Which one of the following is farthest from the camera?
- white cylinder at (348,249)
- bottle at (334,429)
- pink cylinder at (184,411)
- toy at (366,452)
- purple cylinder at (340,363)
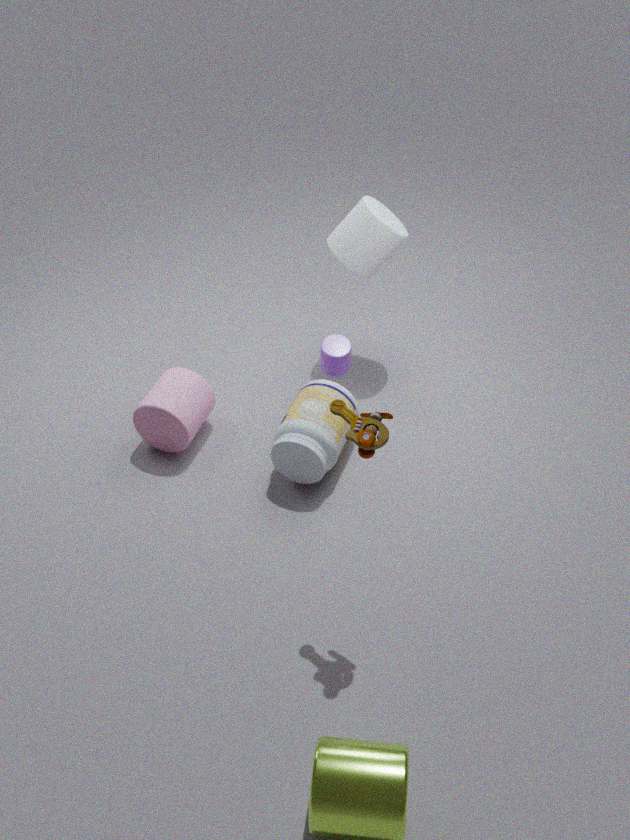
white cylinder at (348,249)
